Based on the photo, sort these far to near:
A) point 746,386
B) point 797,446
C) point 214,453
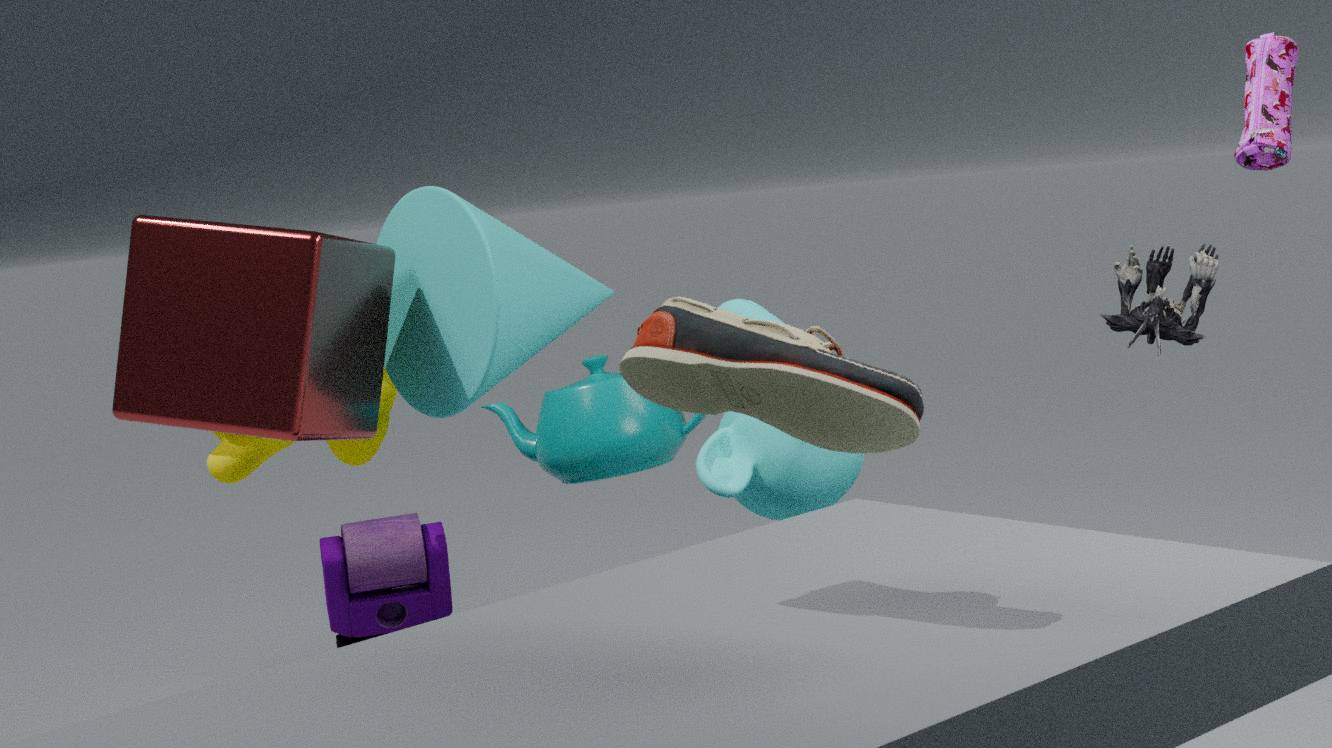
point 214,453, point 797,446, point 746,386
